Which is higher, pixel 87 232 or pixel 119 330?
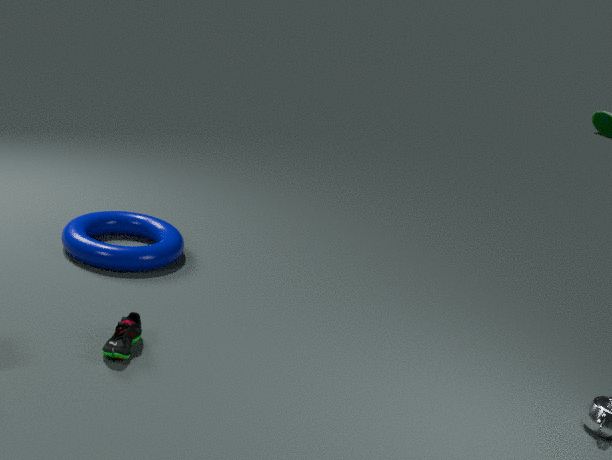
pixel 87 232
